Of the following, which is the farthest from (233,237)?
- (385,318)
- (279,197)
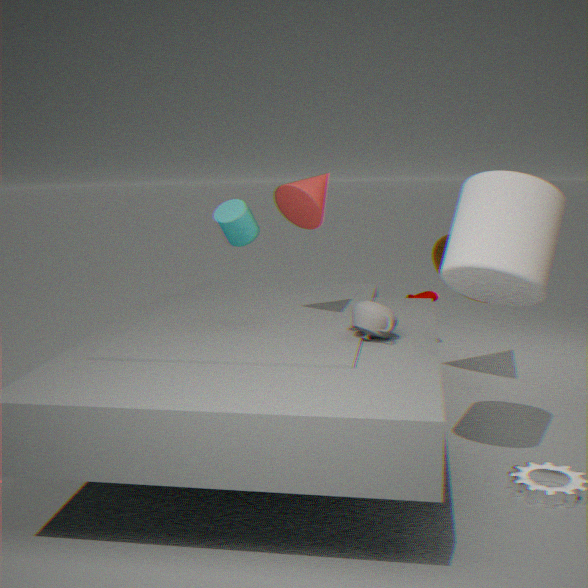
(385,318)
